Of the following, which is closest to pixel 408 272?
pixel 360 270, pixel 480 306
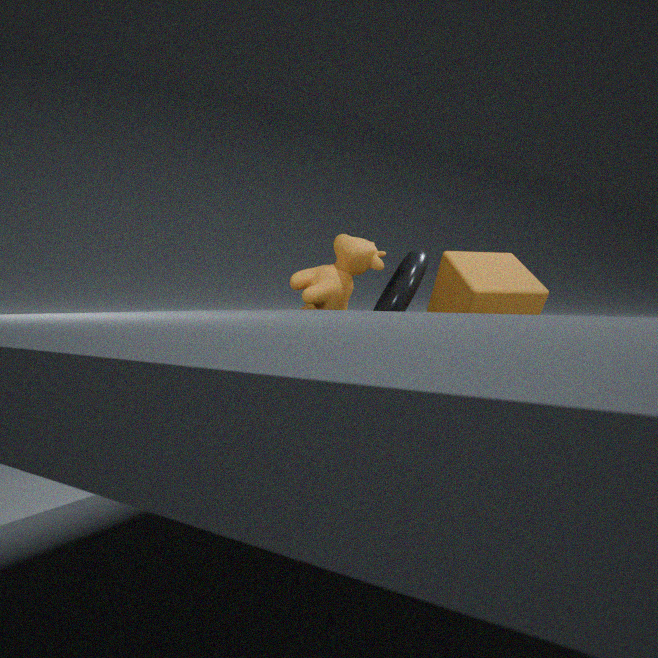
pixel 360 270
